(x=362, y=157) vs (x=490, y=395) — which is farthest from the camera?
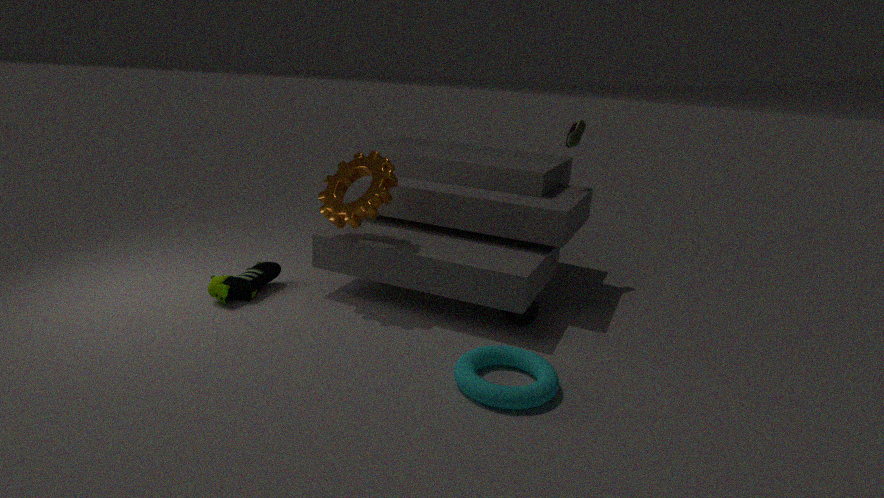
(x=362, y=157)
